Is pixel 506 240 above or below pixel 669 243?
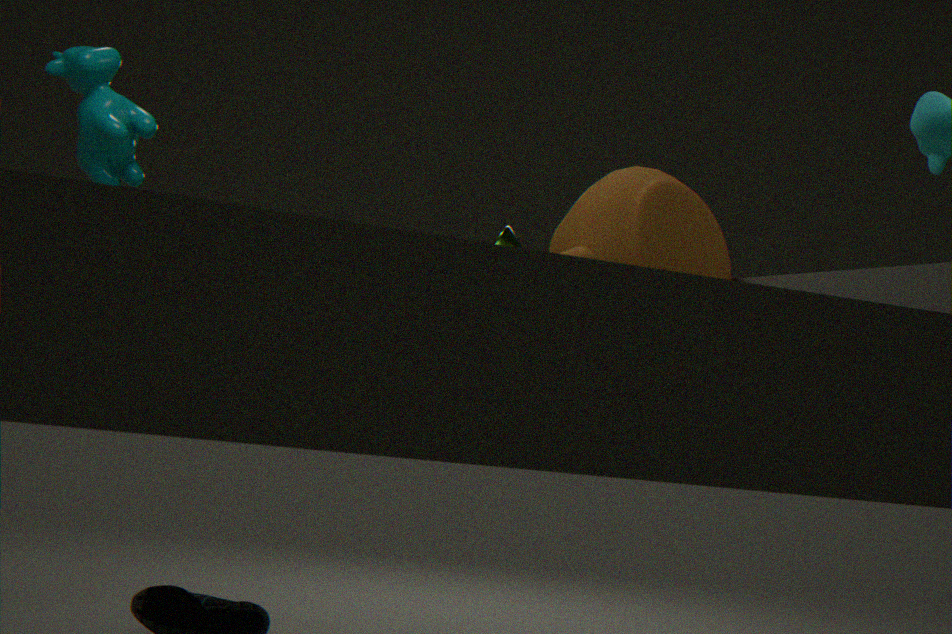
below
